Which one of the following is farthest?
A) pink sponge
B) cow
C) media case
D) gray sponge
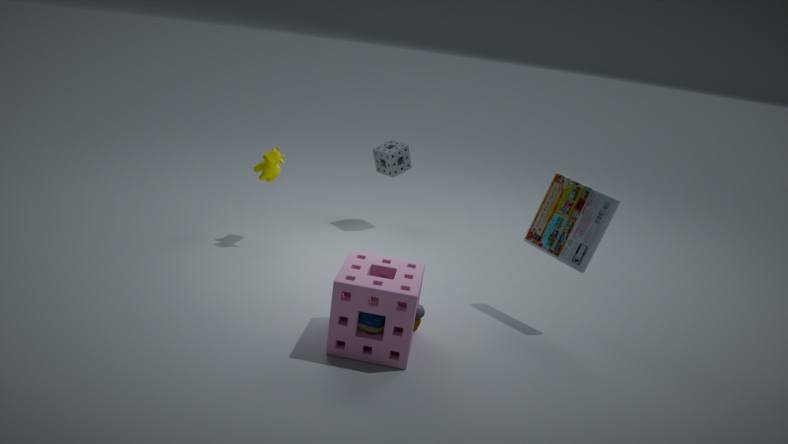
gray sponge
